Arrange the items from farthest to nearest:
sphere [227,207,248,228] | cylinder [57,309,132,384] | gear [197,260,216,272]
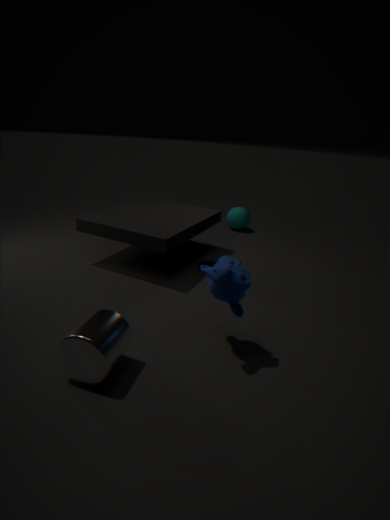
sphere [227,207,248,228], gear [197,260,216,272], cylinder [57,309,132,384]
